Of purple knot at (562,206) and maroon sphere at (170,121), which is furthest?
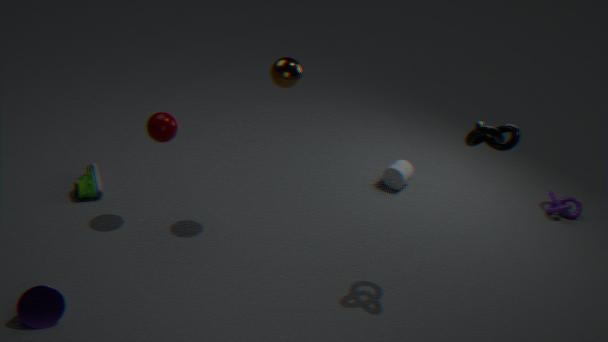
purple knot at (562,206)
